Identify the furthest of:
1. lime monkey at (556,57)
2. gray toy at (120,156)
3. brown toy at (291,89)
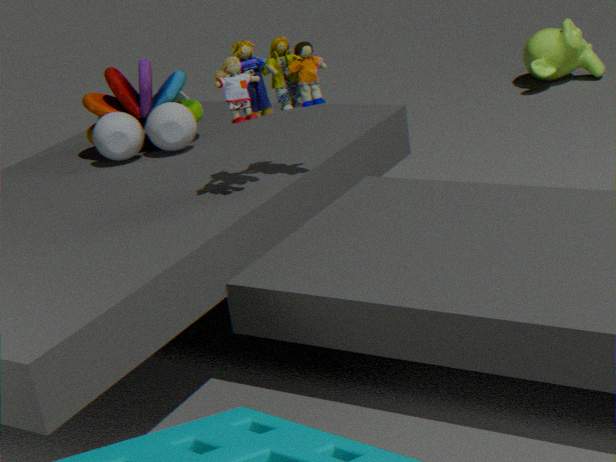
lime monkey at (556,57)
